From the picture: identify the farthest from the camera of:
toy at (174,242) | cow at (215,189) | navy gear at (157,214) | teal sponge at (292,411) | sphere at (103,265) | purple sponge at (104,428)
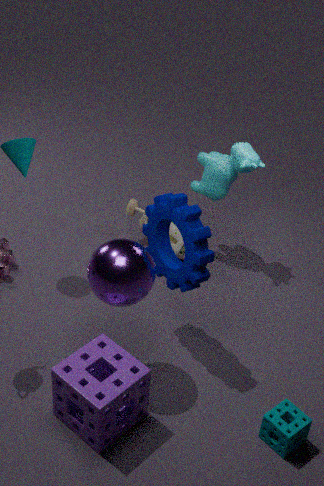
toy at (174,242)
